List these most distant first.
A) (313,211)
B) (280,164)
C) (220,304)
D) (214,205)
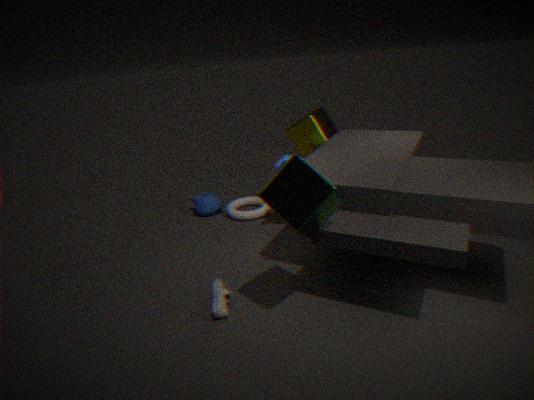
(214,205), (280,164), (220,304), (313,211)
